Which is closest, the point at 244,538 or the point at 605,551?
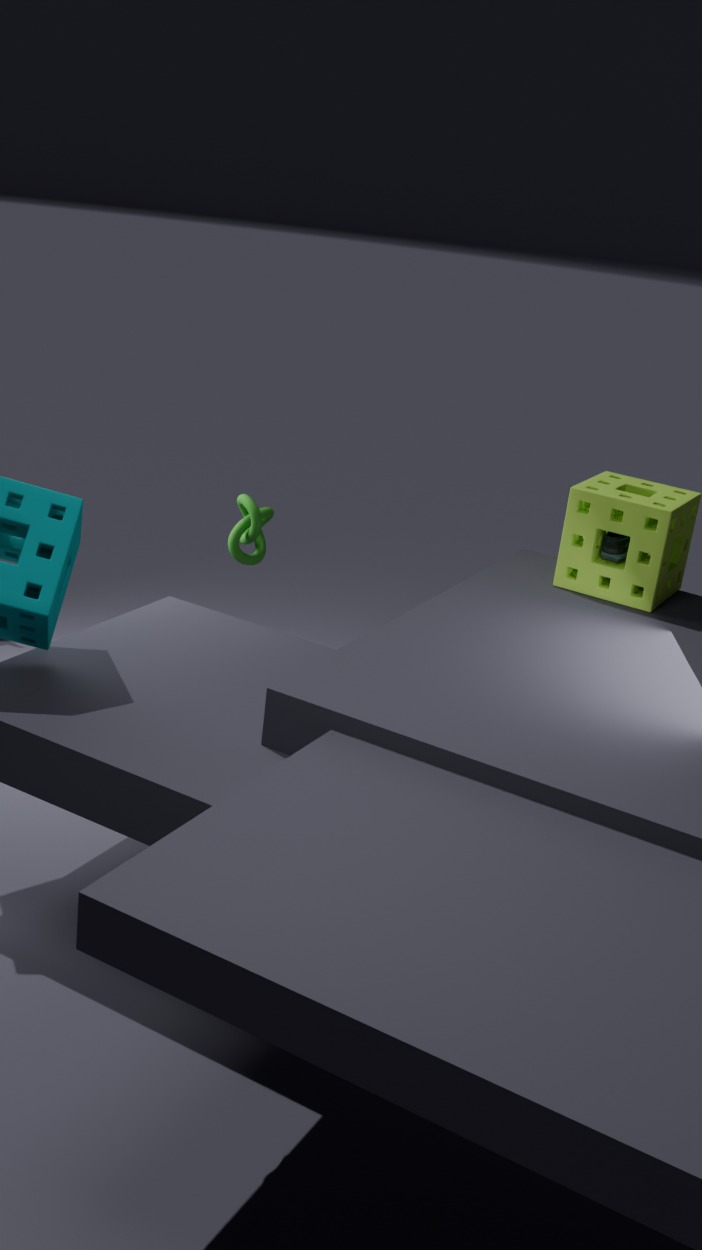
the point at 605,551
